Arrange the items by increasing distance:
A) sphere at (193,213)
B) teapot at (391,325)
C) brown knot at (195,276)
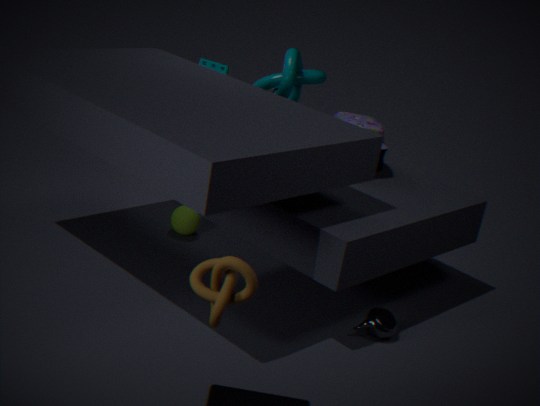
1. brown knot at (195,276)
2. teapot at (391,325)
3. sphere at (193,213)
